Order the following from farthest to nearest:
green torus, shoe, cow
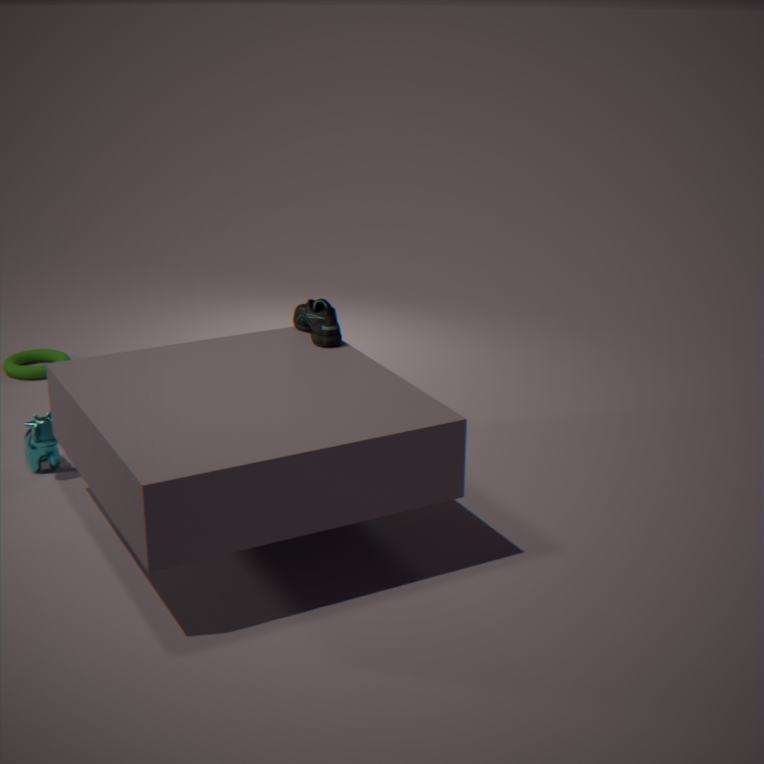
green torus, cow, shoe
